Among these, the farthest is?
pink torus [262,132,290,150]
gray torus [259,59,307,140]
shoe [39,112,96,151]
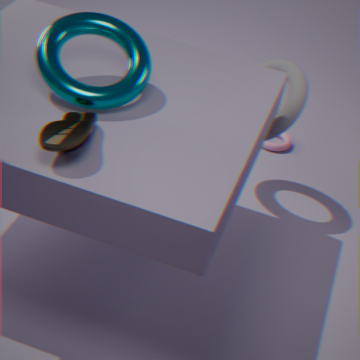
pink torus [262,132,290,150]
